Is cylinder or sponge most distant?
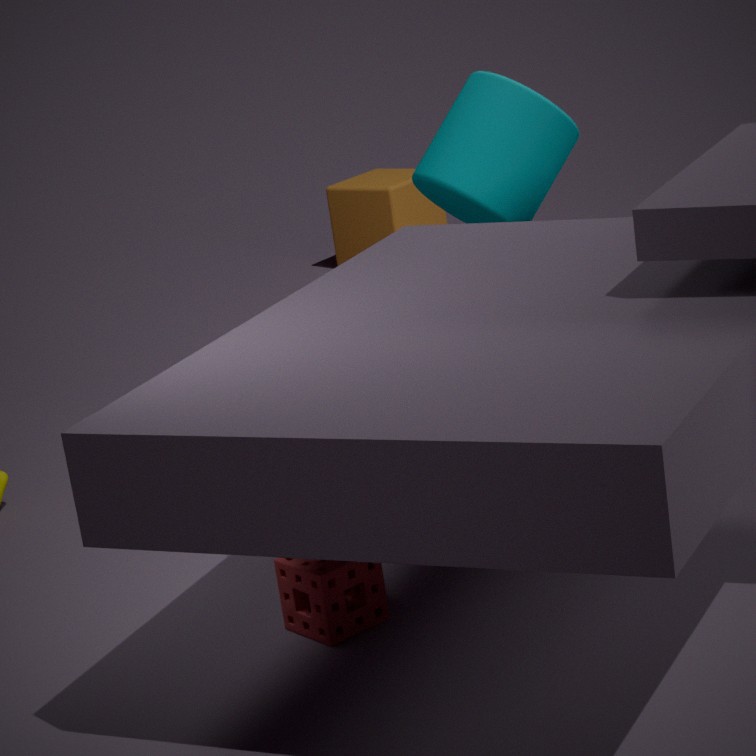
cylinder
